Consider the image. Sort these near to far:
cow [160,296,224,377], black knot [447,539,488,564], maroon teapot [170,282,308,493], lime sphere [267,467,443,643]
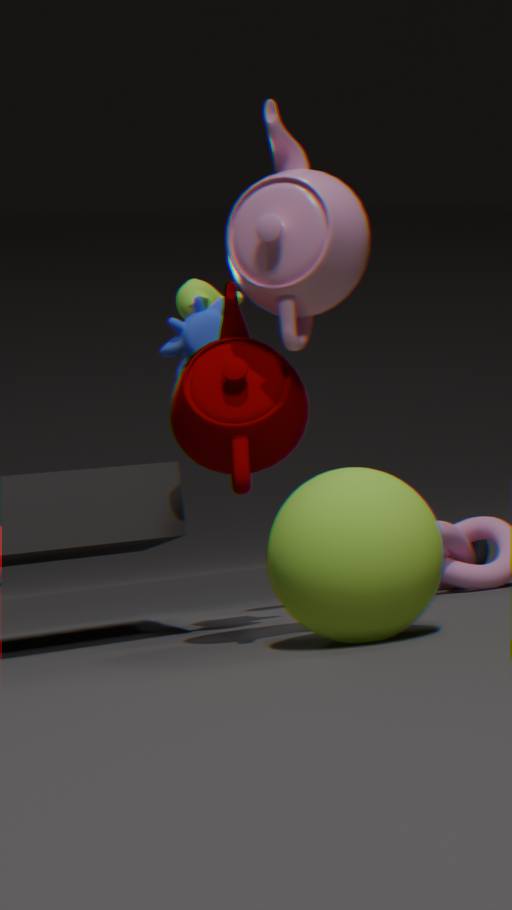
1. lime sphere [267,467,443,643]
2. maroon teapot [170,282,308,493]
3. cow [160,296,224,377]
4. black knot [447,539,488,564]
